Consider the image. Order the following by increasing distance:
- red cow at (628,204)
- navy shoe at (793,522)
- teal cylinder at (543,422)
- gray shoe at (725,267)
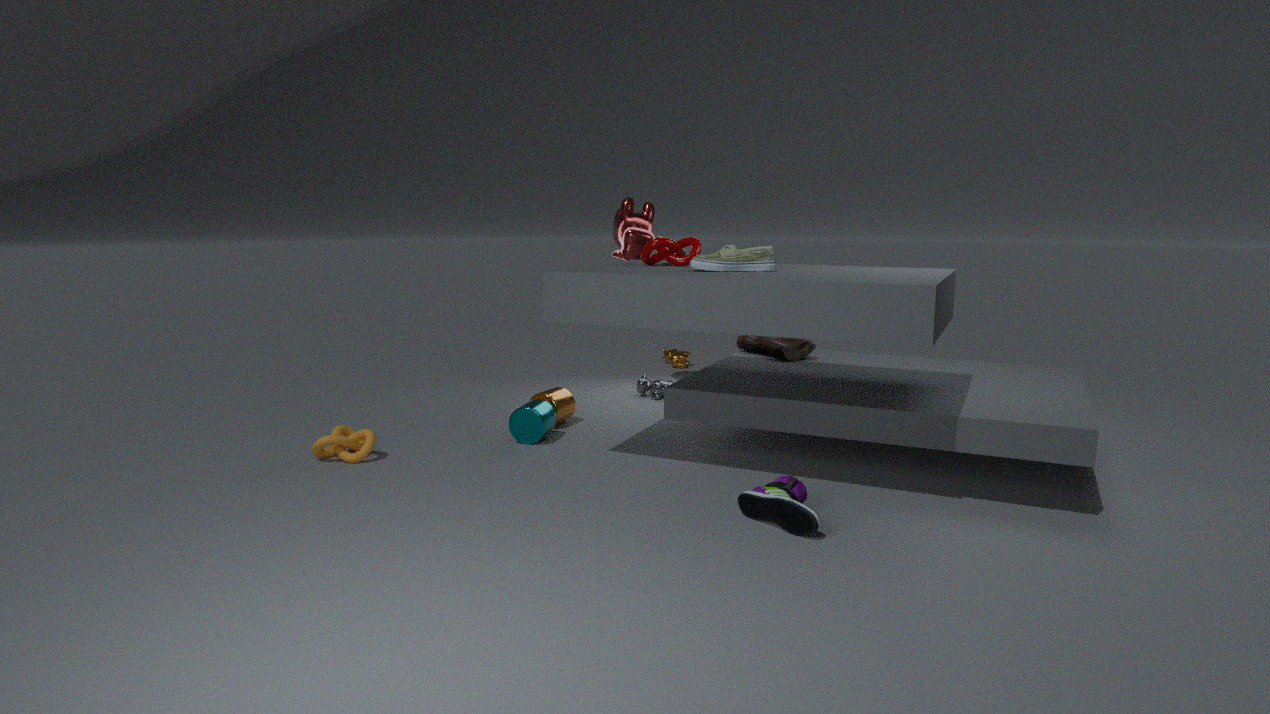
navy shoe at (793,522) → gray shoe at (725,267) → teal cylinder at (543,422) → red cow at (628,204)
